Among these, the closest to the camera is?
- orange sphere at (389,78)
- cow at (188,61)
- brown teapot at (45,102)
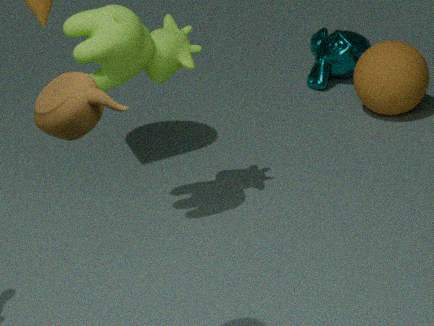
brown teapot at (45,102)
